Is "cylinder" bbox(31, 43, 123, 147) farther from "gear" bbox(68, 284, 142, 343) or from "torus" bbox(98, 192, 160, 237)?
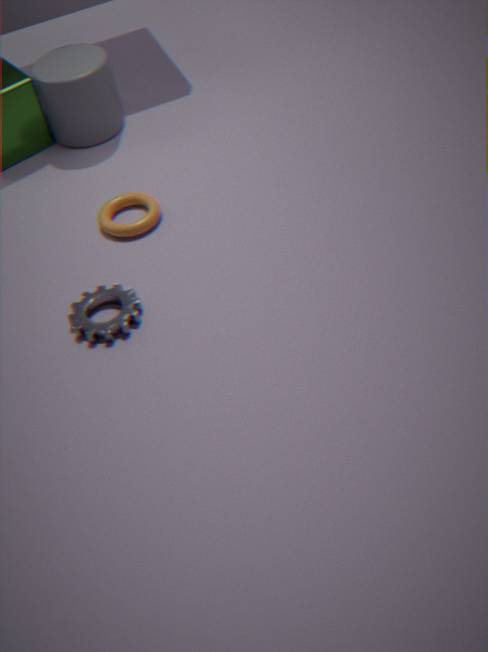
"gear" bbox(68, 284, 142, 343)
